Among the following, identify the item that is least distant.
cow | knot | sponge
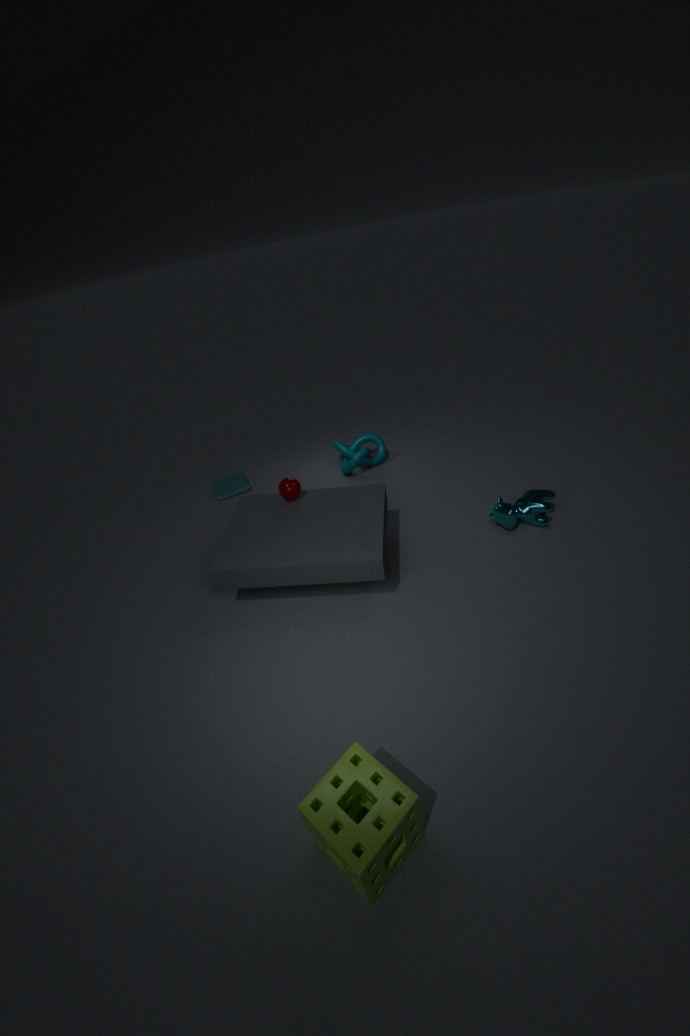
sponge
